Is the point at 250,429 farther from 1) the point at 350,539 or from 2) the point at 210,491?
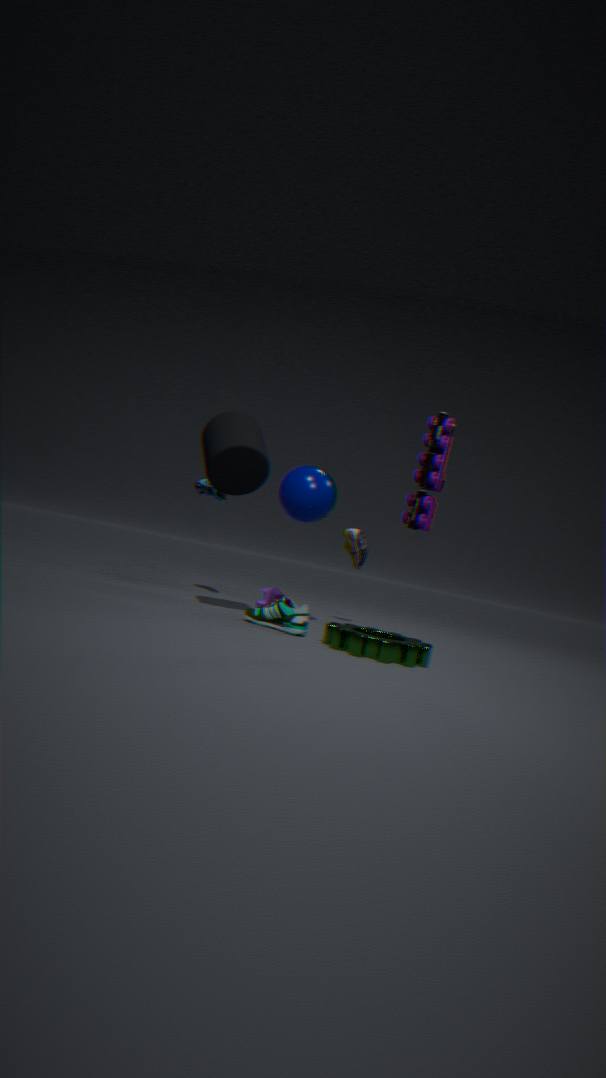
1) the point at 350,539
